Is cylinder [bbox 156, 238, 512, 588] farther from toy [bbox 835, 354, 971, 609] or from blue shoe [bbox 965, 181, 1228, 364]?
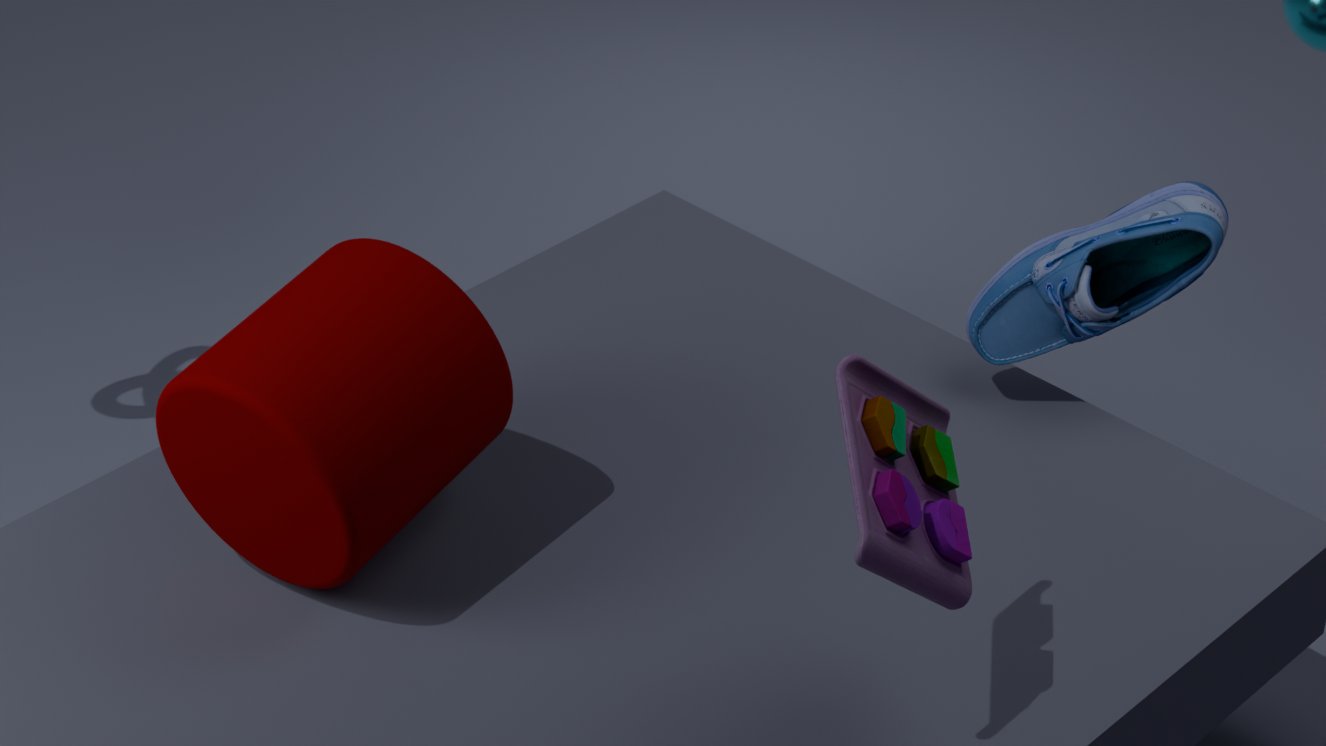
blue shoe [bbox 965, 181, 1228, 364]
